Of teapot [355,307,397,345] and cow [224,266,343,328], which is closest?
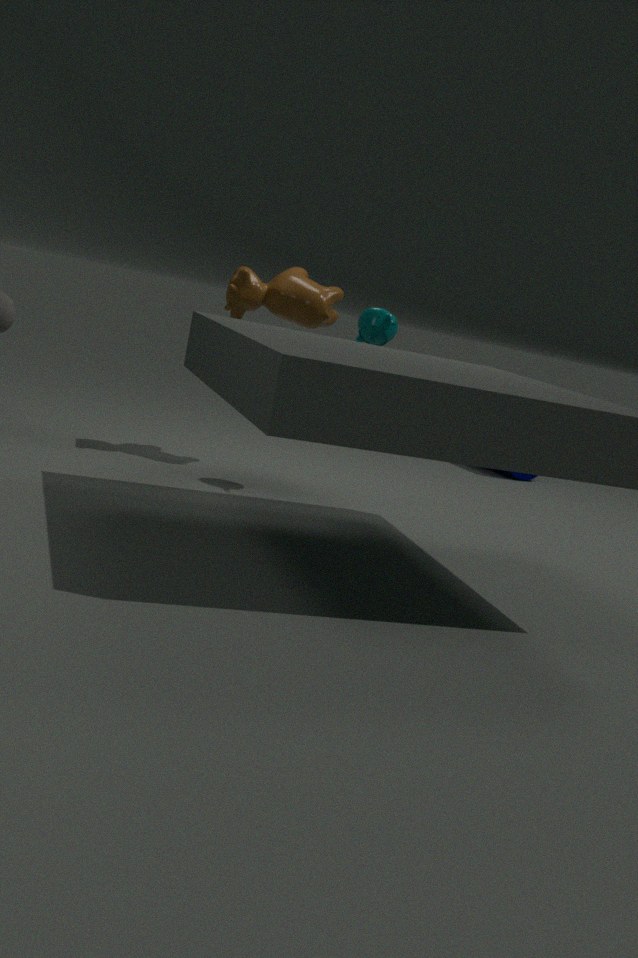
teapot [355,307,397,345]
